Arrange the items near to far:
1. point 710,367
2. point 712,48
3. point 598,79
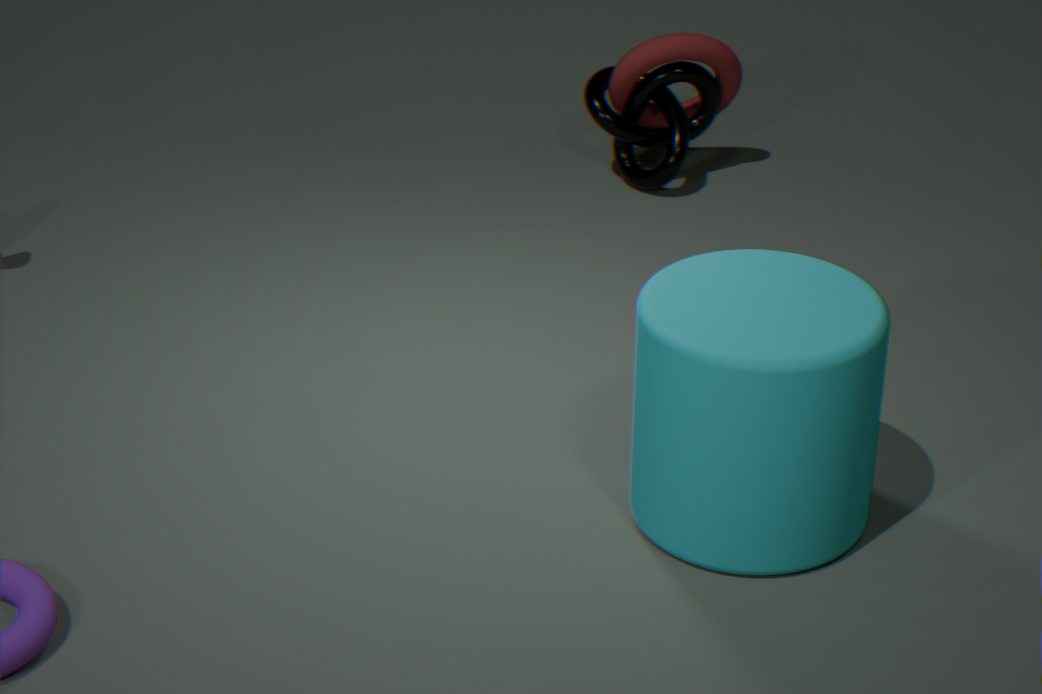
point 710,367, point 712,48, point 598,79
